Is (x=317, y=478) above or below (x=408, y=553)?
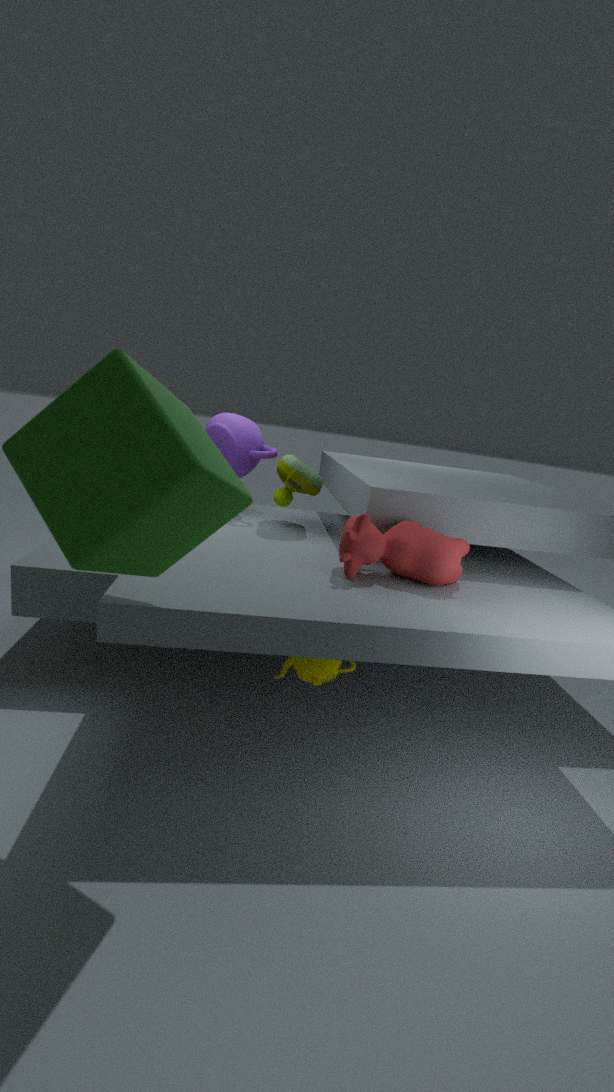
above
